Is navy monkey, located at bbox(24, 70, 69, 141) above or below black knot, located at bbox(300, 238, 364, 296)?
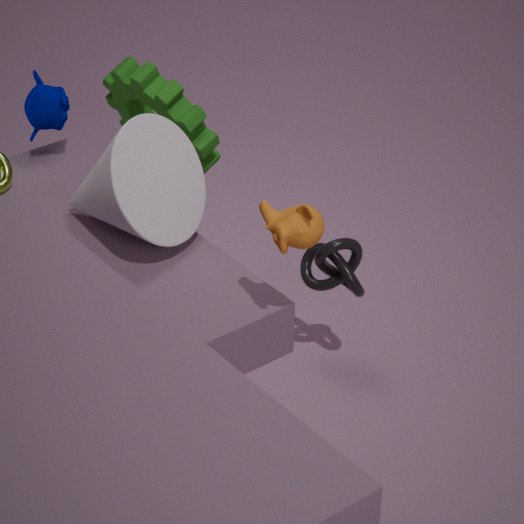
above
